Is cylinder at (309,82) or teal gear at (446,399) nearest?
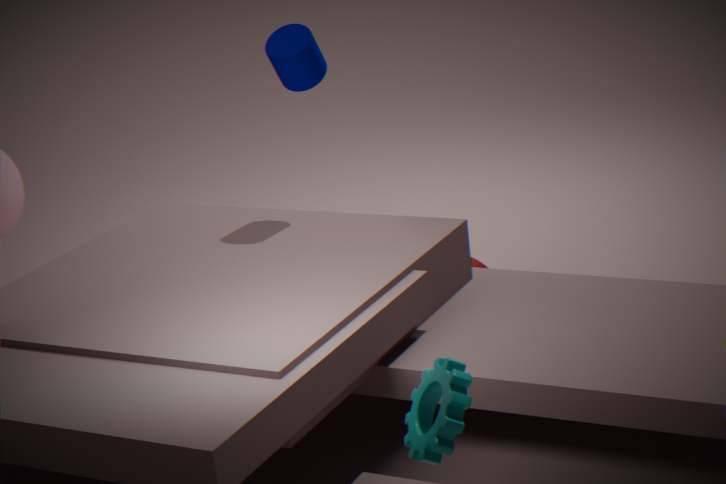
teal gear at (446,399)
